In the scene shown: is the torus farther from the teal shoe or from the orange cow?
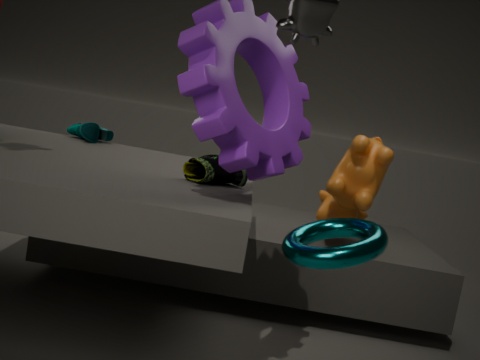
the teal shoe
